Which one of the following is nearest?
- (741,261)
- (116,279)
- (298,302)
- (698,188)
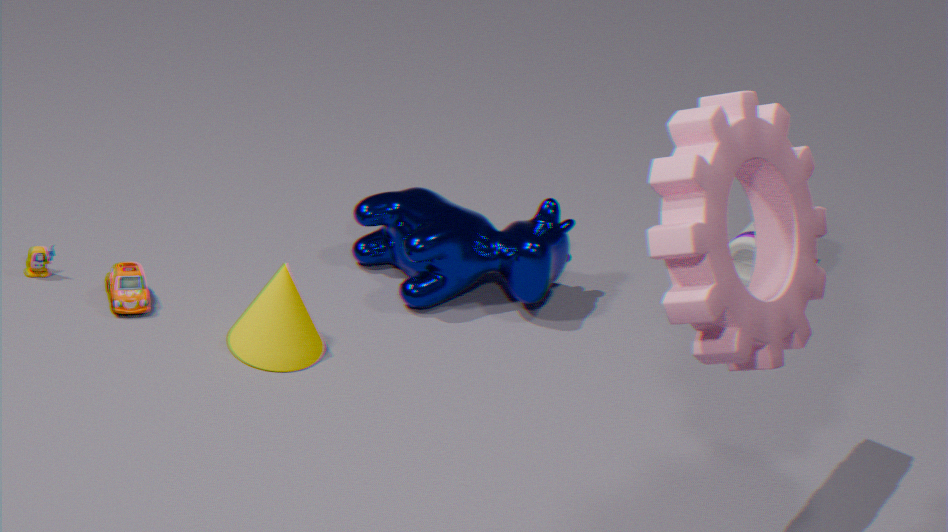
(698,188)
